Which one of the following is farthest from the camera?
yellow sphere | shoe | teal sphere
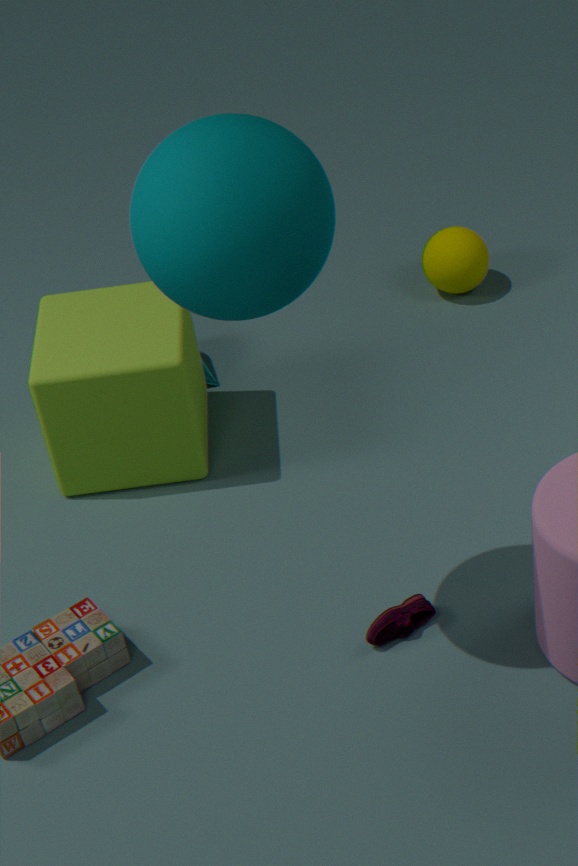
yellow sphere
